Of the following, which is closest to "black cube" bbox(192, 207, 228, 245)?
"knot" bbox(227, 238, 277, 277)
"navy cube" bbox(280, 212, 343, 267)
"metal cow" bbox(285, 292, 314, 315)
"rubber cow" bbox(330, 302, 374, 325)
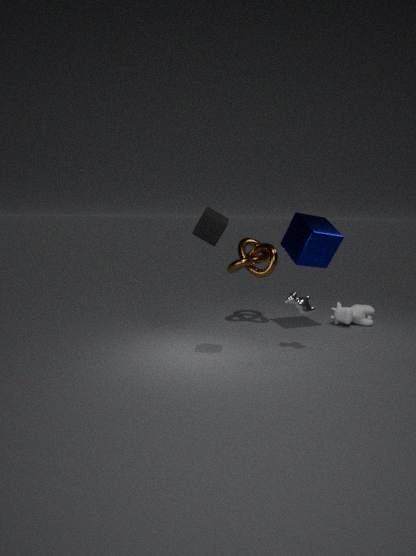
"metal cow" bbox(285, 292, 314, 315)
